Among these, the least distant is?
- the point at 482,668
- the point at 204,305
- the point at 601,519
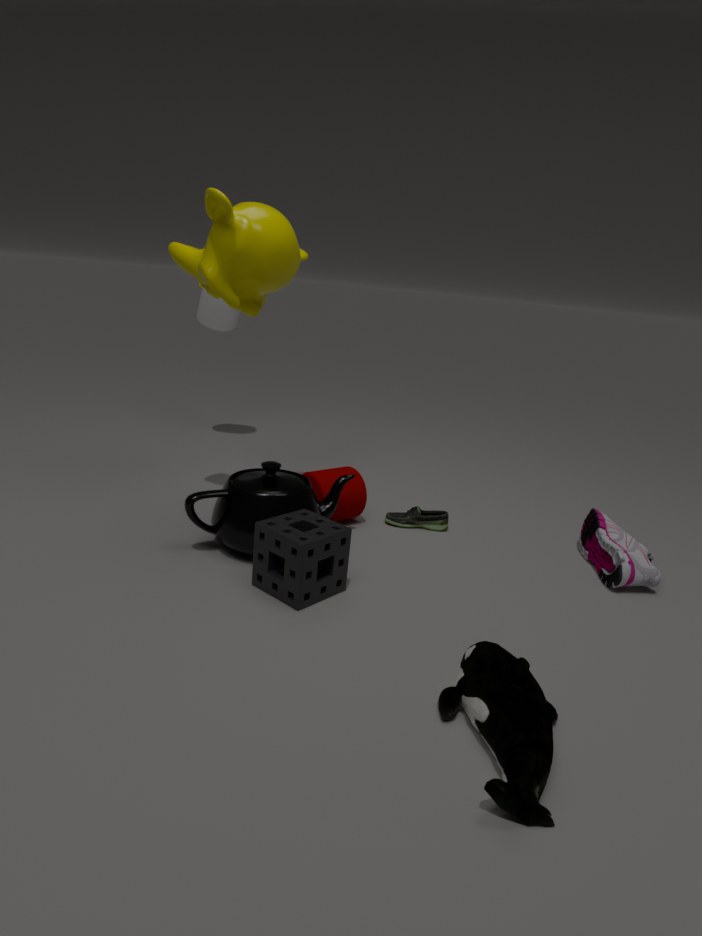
the point at 482,668
